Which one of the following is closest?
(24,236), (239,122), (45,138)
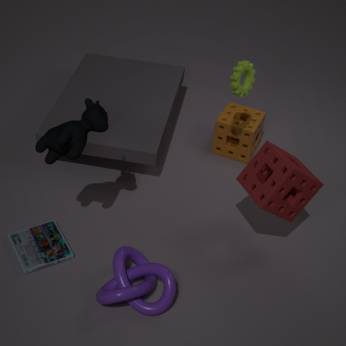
(45,138)
